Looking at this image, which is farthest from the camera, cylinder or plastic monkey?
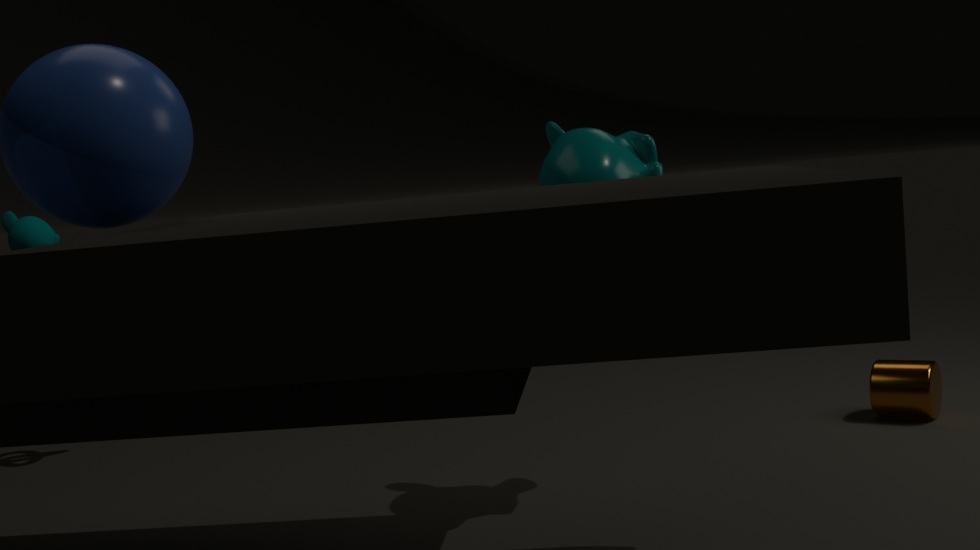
cylinder
